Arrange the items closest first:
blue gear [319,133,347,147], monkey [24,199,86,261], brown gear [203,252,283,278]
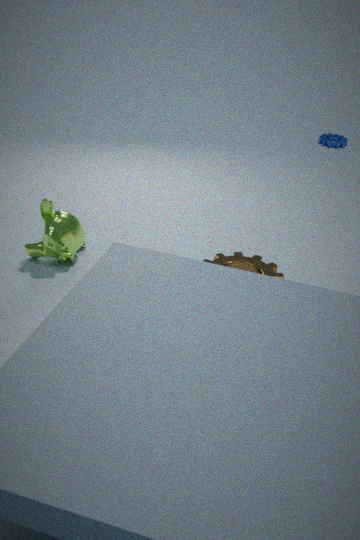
1. monkey [24,199,86,261]
2. brown gear [203,252,283,278]
3. blue gear [319,133,347,147]
